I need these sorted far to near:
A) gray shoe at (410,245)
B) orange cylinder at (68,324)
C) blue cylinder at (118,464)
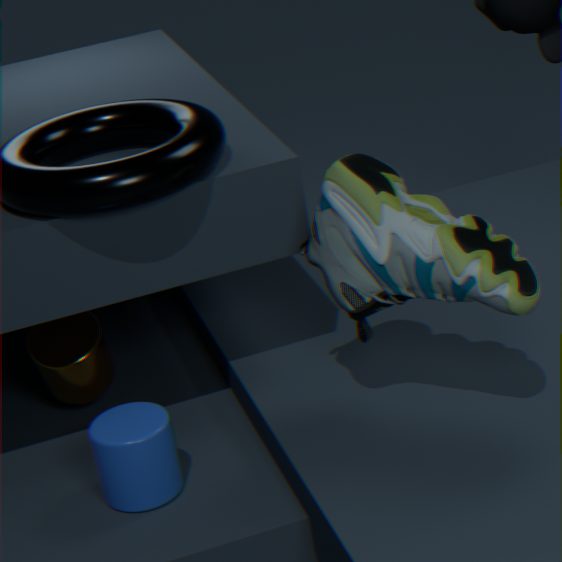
1. orange cylinder at (68,324)
2. blue cylinder at (118,464)
3. gray shoe at (410,245)
